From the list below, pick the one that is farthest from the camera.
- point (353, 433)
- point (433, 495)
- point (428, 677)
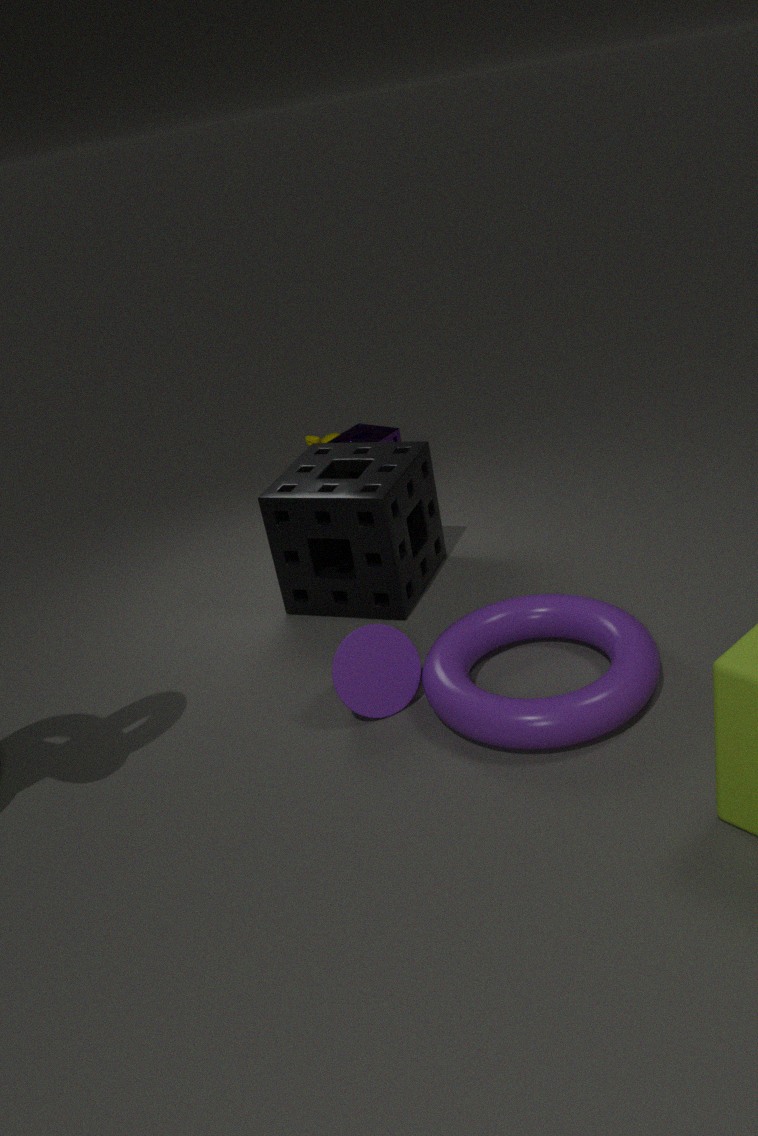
point (353, 433)
